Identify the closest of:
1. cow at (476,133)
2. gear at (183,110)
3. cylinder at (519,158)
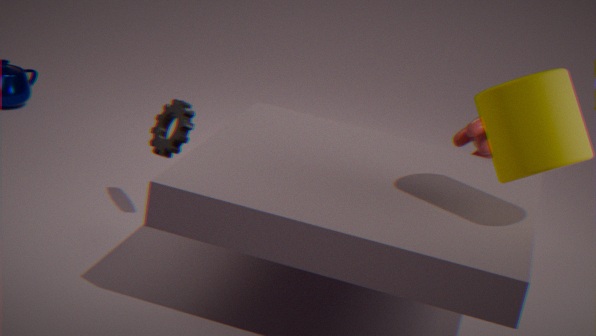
cylinder at (519,158)
